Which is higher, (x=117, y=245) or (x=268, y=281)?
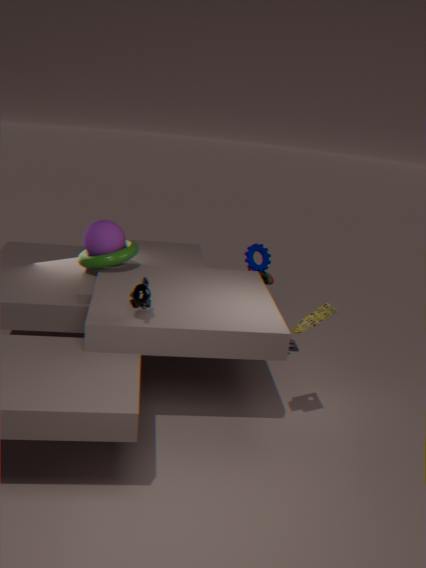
(x=117, y=245)
